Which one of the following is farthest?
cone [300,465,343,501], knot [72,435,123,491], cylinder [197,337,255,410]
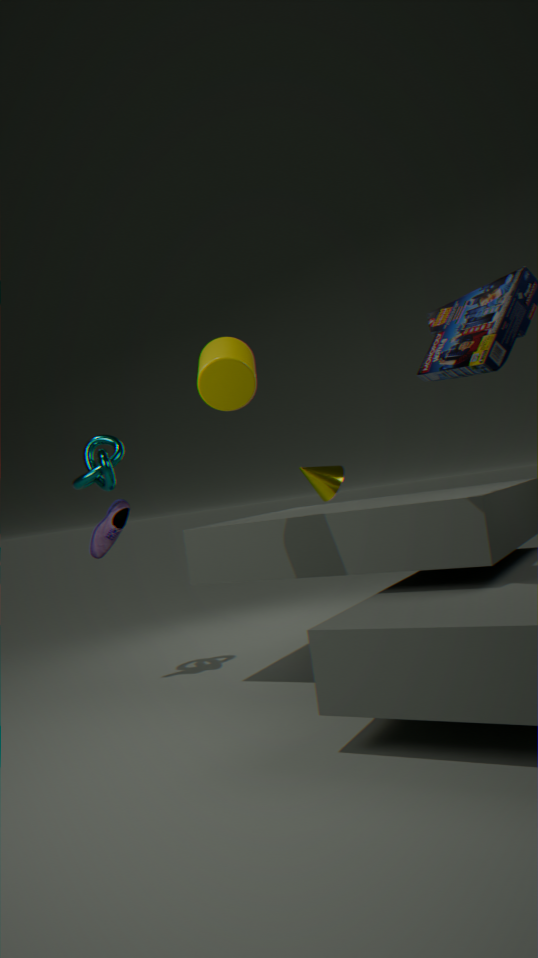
cone [300,465,343,501]
